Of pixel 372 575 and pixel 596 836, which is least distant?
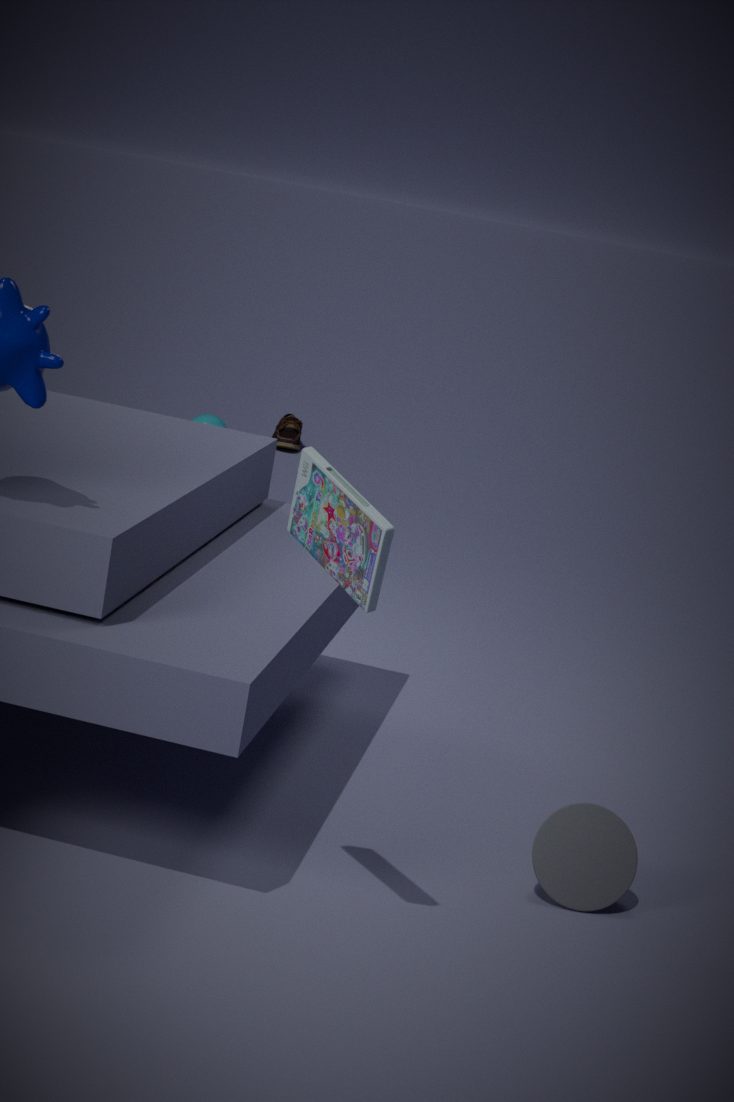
pixel 372 575
